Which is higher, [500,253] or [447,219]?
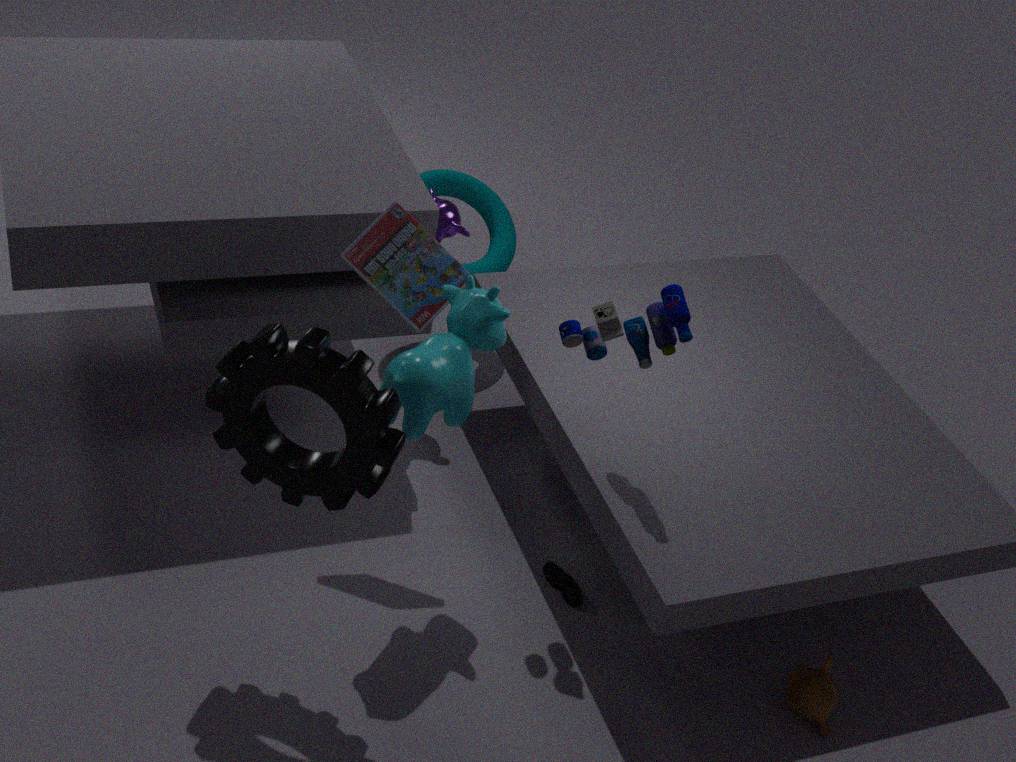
[447,219]
